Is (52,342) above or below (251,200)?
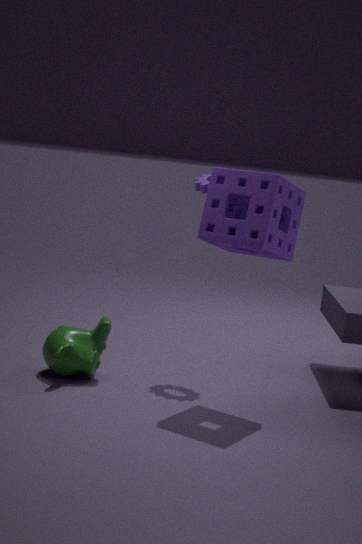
below
